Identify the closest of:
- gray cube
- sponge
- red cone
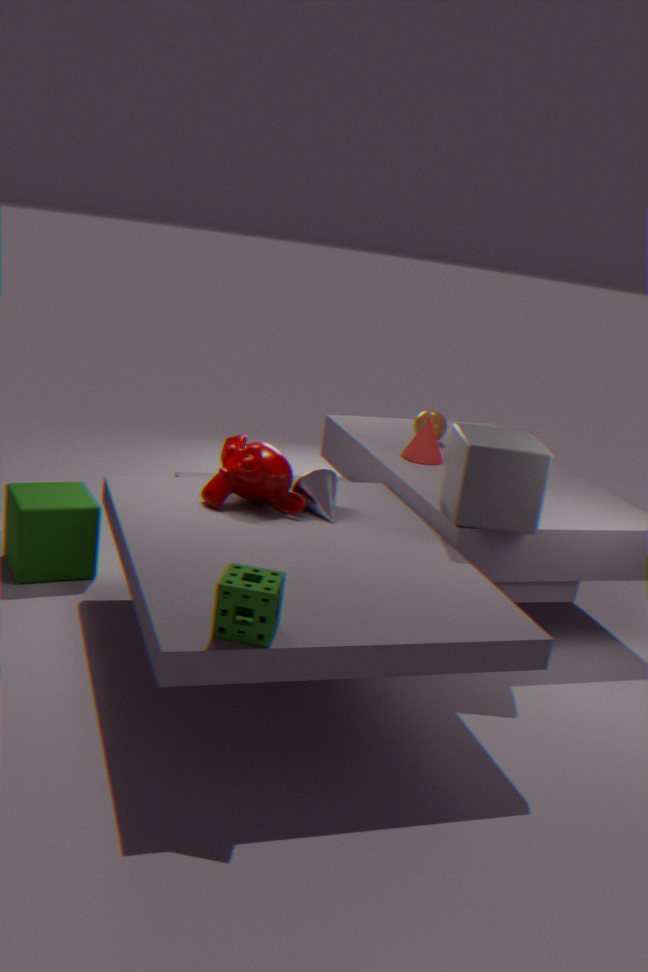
sponge
